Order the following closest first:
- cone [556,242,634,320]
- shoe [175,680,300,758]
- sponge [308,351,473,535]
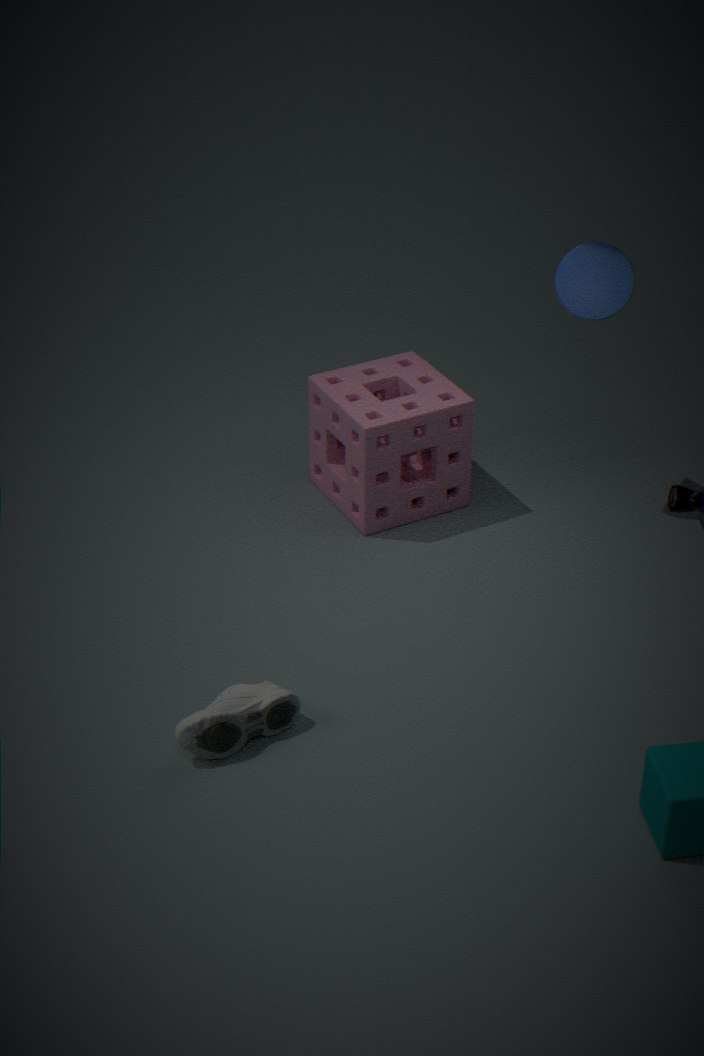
1. shoe [175,680,300,758]
2. cone [556,242,634,320]
3. sponge [308,351,473,535]
